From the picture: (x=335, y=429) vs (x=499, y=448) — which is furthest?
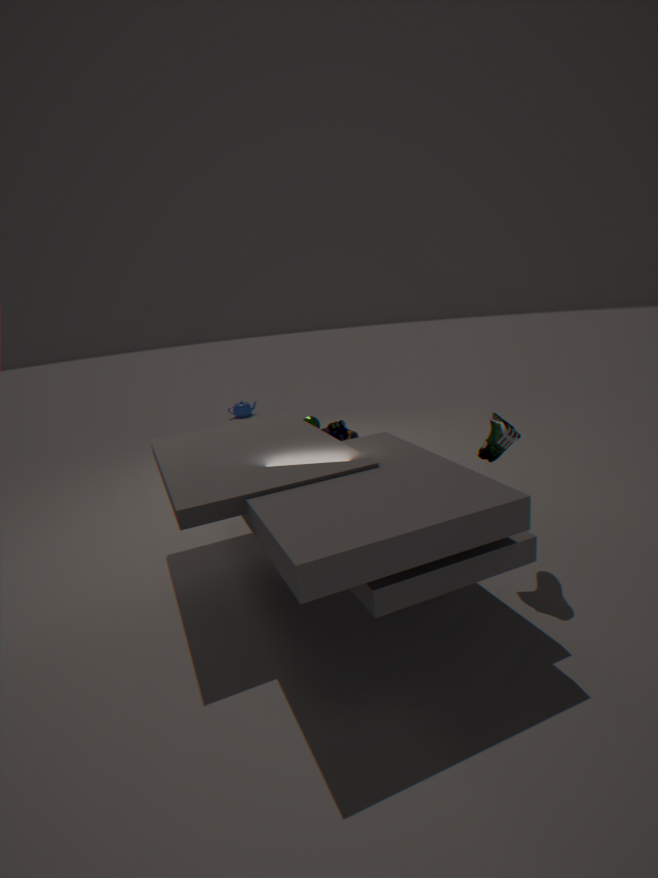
(x=335, y=429)
